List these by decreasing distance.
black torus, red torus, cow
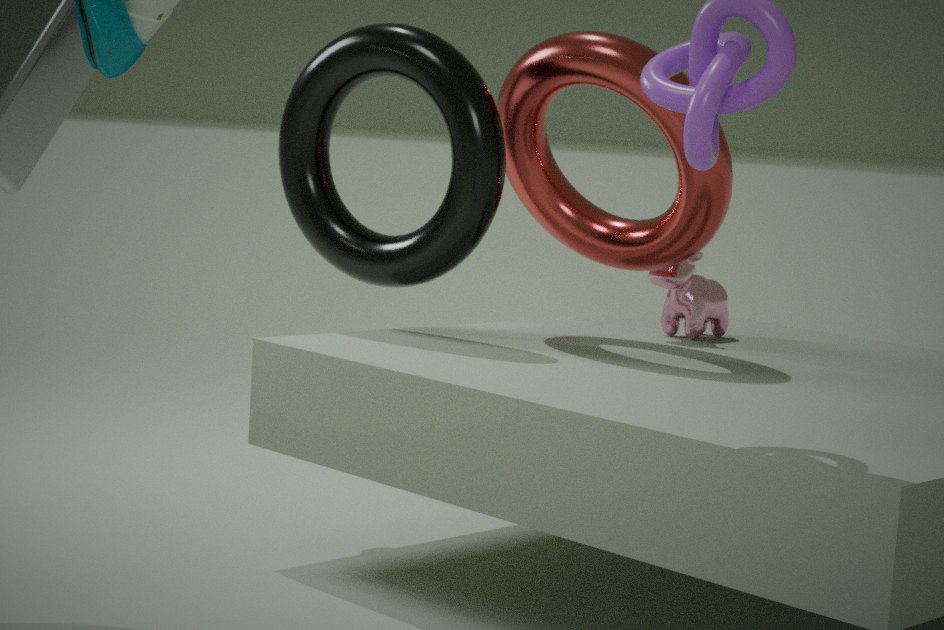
cow, black torus, red torus
